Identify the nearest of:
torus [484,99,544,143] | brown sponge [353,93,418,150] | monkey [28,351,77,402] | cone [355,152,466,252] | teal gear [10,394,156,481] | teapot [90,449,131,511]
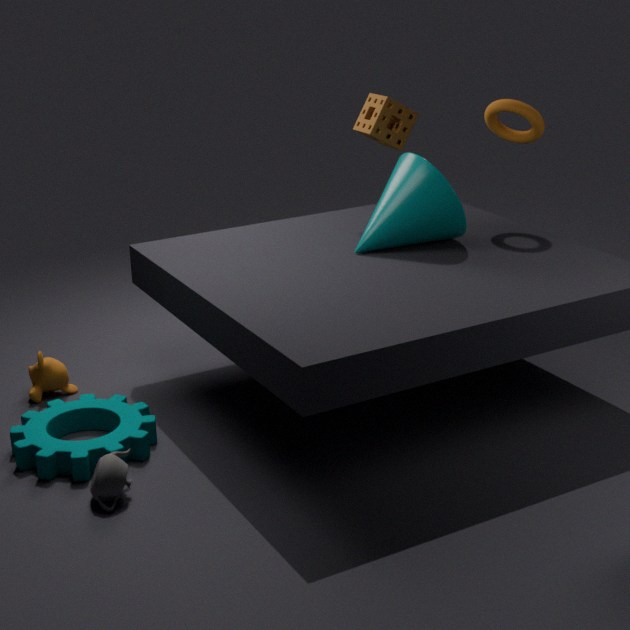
teapot [90,449,131,511]
